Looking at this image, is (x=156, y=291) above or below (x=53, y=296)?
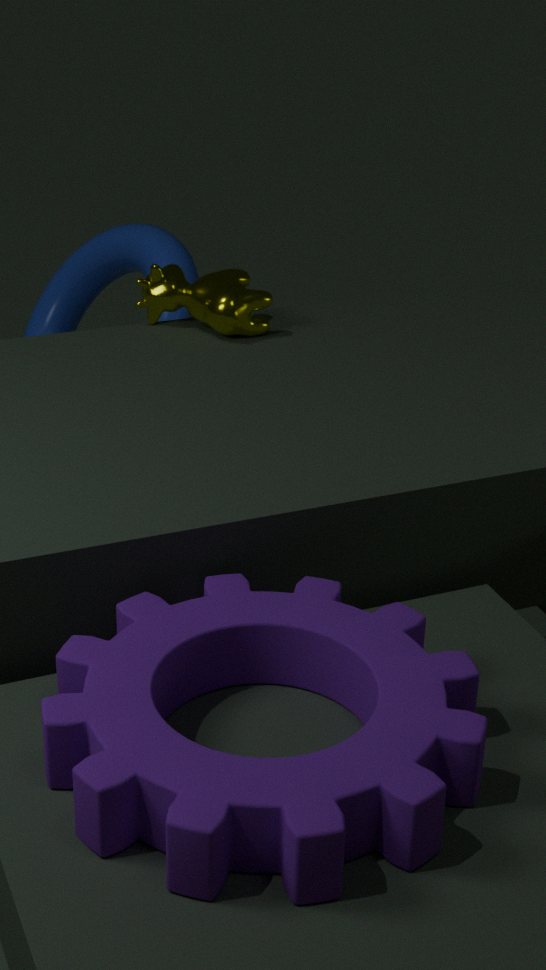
above
